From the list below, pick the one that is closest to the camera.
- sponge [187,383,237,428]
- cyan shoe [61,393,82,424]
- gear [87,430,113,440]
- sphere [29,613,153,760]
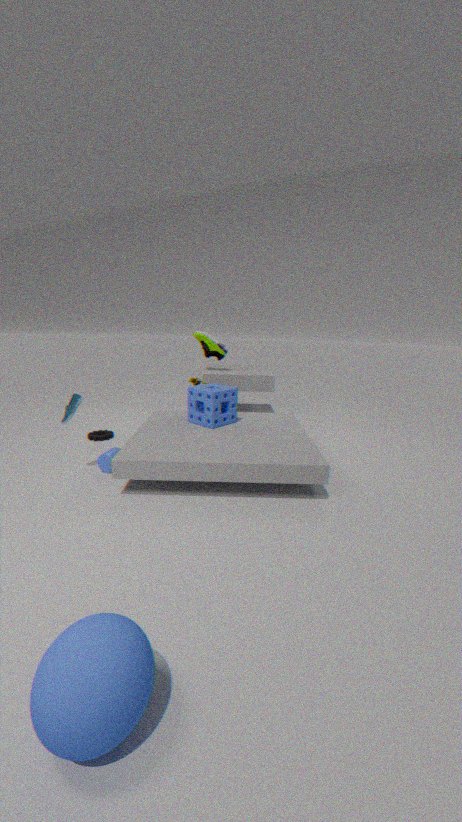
sphere [29,613,153,760]
